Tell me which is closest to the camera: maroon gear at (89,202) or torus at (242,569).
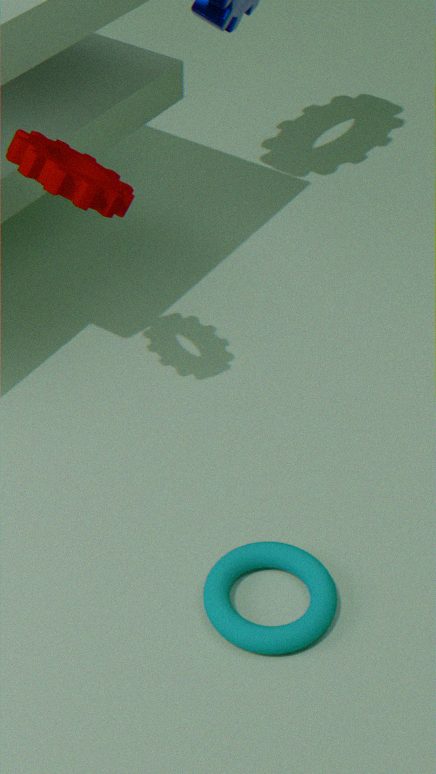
torus at (242,569)
